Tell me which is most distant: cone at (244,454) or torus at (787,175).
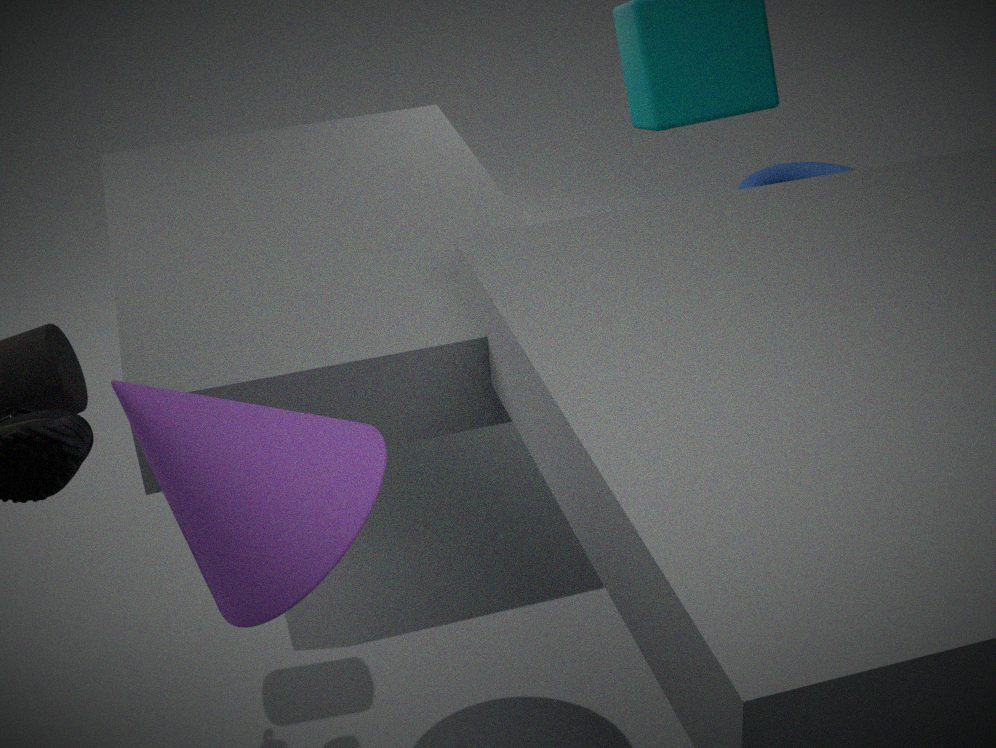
torus at (787,175)
